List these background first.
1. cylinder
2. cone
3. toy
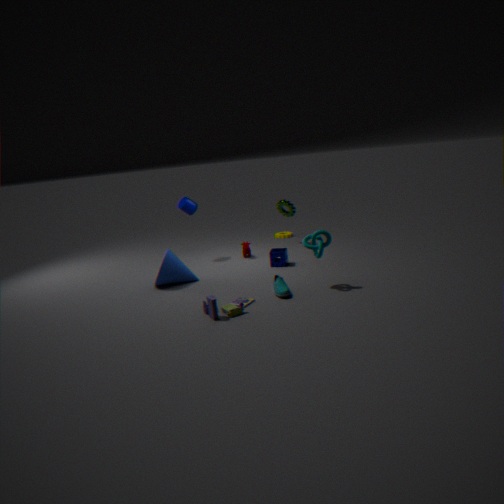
1. cylinder
2. cone
3. toy
